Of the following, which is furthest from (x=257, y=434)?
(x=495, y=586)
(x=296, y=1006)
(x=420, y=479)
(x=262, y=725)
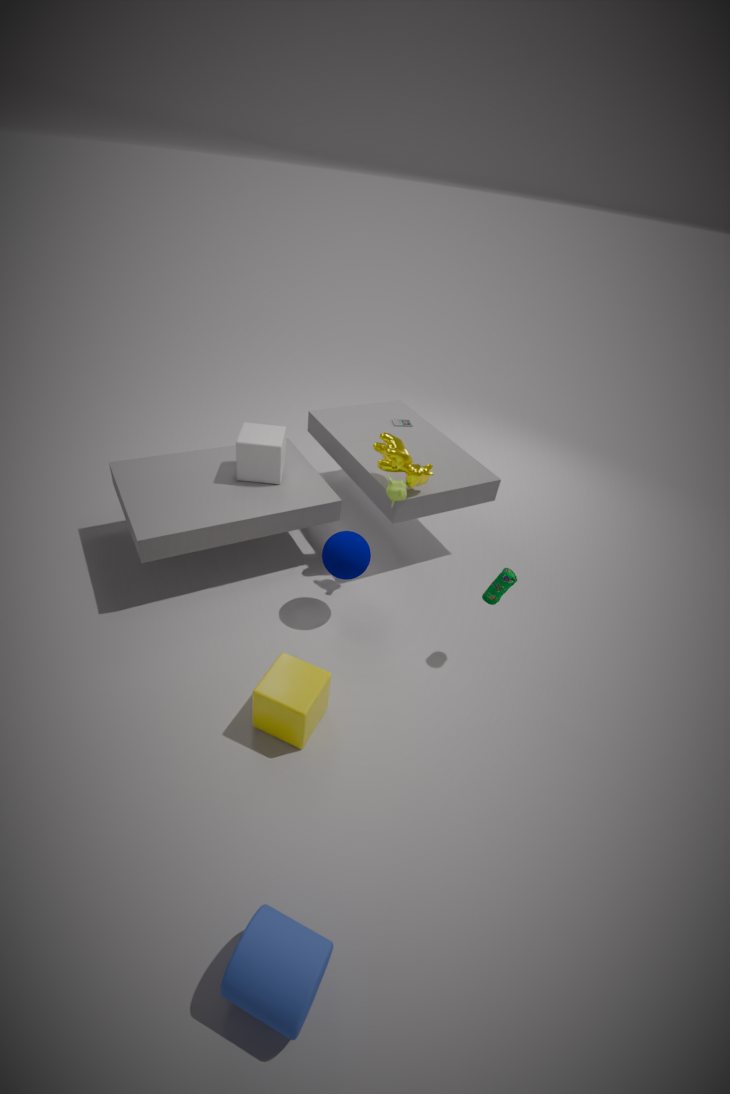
(x=296, y=1006)
